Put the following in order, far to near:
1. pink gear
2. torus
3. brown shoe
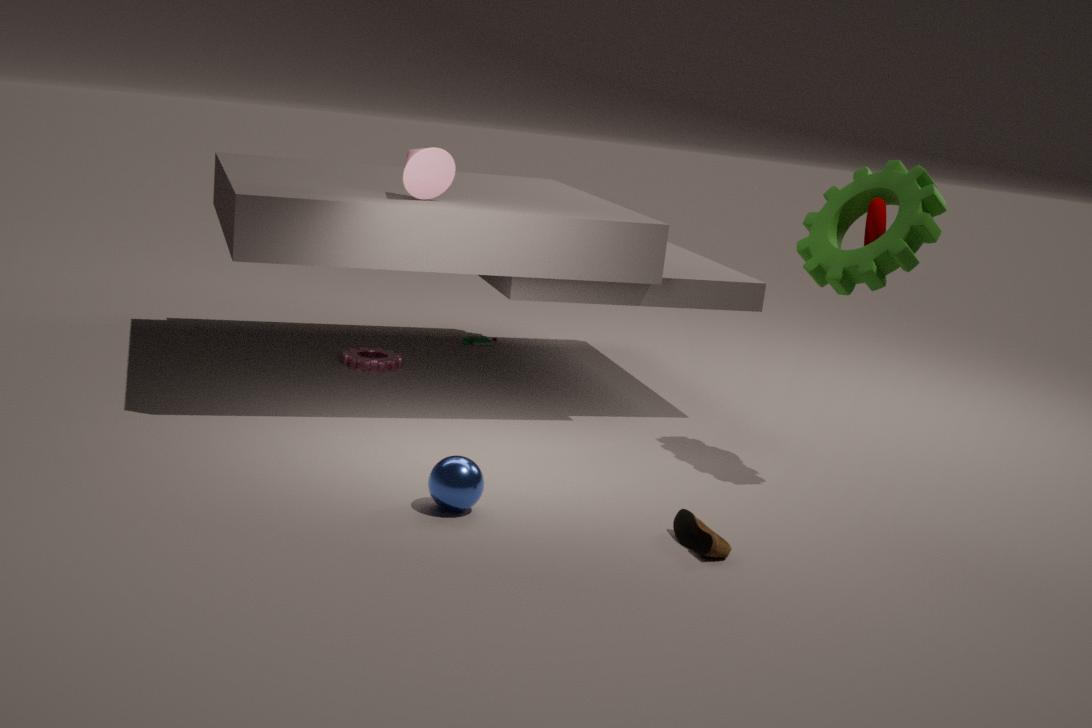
1. pink gear
2. torus
3. brown shoe
